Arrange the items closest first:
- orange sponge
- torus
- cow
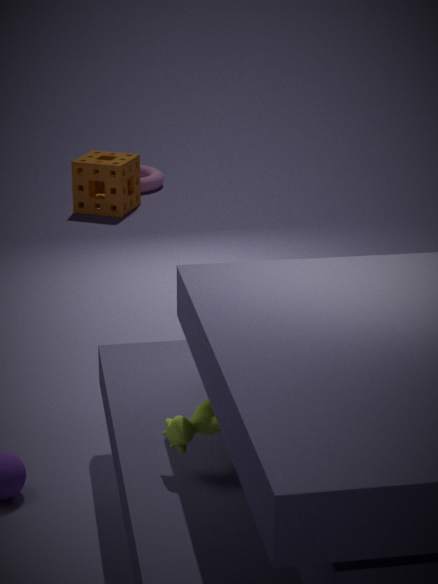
cow → orange sponge → torus
